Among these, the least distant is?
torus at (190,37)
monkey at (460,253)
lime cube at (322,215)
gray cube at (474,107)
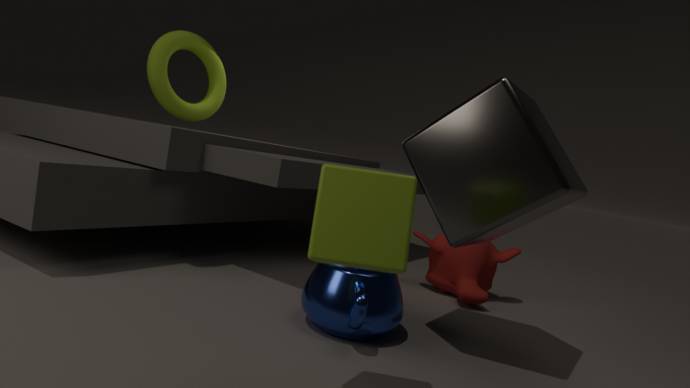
lime cube at (322,215)
